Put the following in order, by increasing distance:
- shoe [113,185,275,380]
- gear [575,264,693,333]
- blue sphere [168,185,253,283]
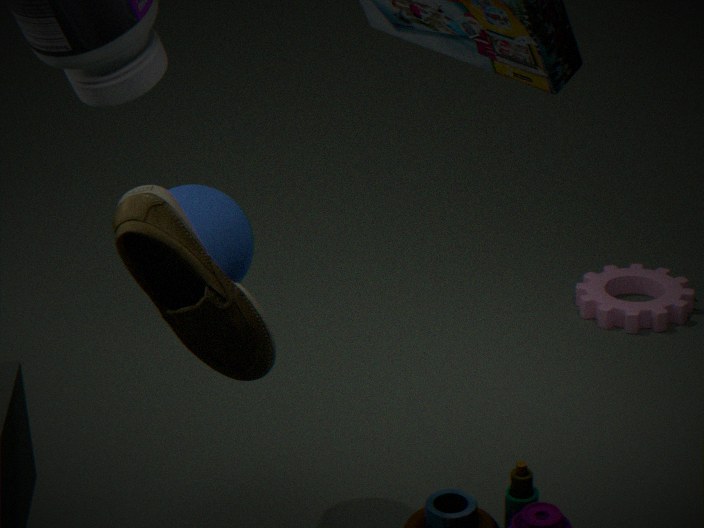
shoe [113,185,275,380] → blue sphere [168,185,253,283] → gear [575,264,693,333]
